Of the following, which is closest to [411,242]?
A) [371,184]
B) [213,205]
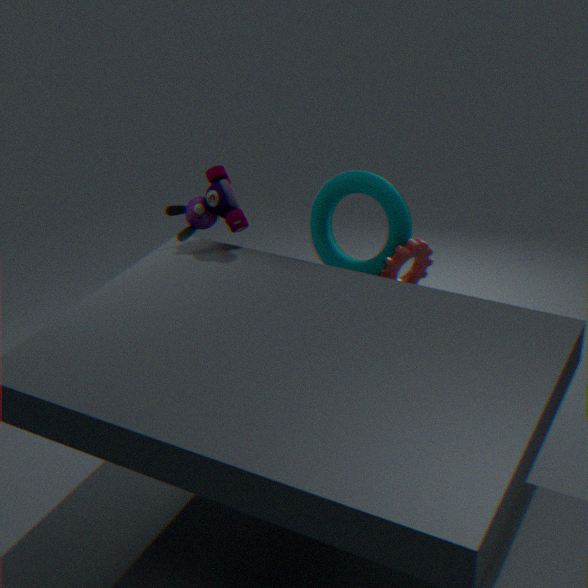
[371,184]
